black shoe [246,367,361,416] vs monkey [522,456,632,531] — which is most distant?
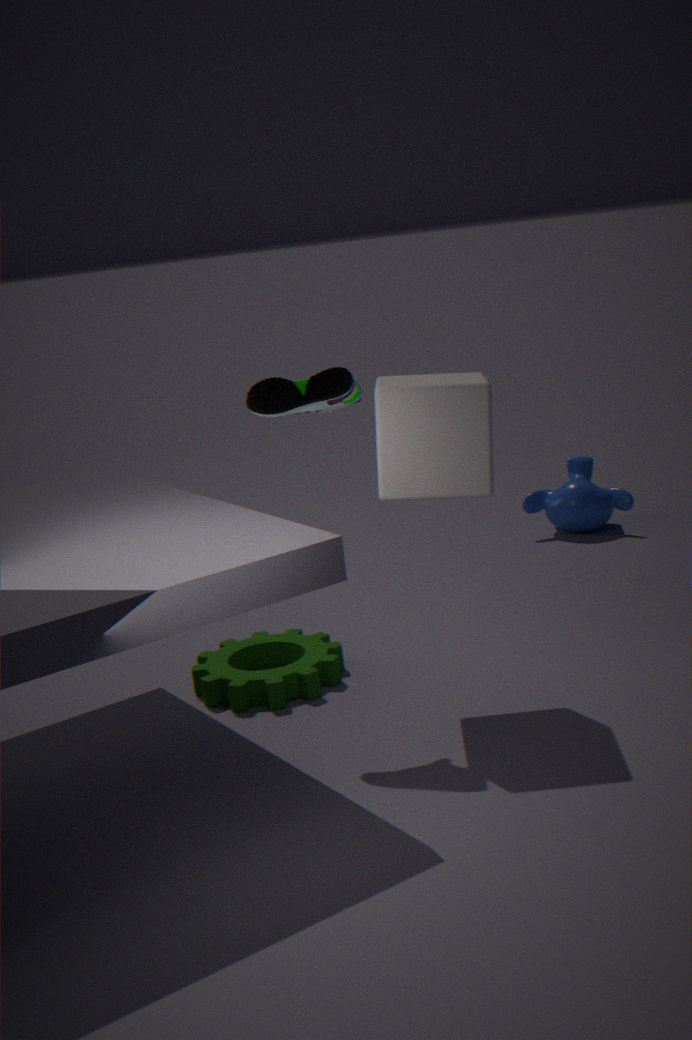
monkey [522,456,632,531]
